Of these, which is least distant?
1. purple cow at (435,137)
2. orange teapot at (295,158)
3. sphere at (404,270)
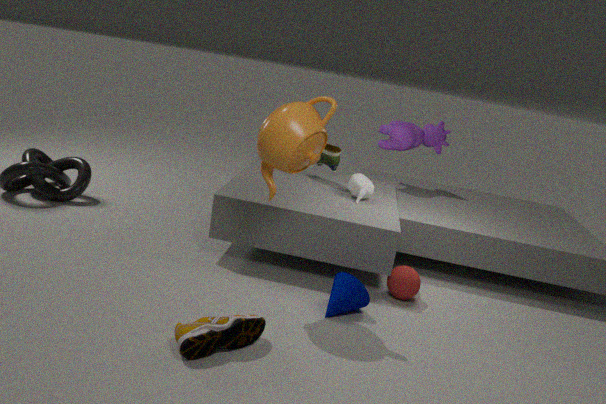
orange teapot at (295,158)
